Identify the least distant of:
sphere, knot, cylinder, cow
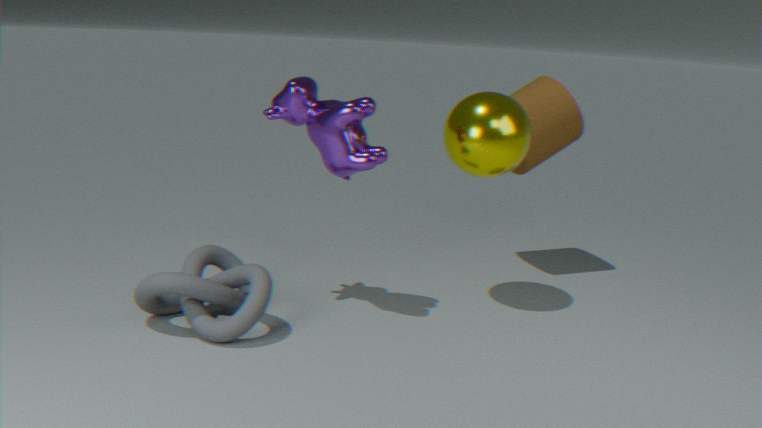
knot
